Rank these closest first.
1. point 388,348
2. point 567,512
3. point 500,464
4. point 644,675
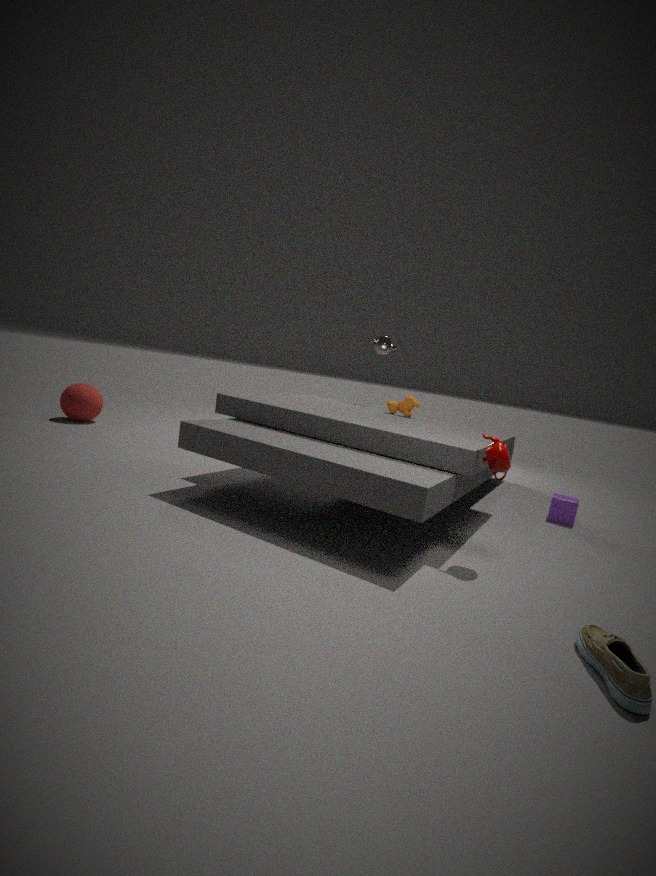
point 644,675
point 500,464
point 567,512
point 388,348
